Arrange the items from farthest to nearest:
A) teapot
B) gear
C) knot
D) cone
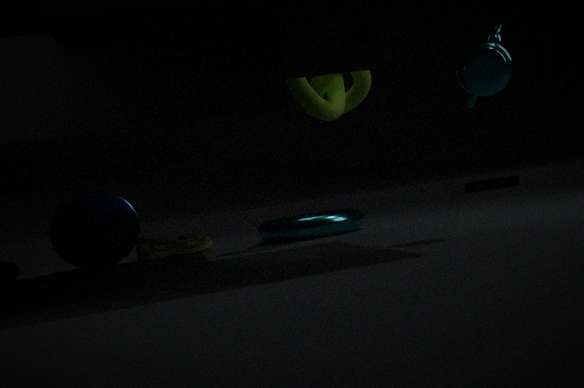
gear, cone, knot, teapot
